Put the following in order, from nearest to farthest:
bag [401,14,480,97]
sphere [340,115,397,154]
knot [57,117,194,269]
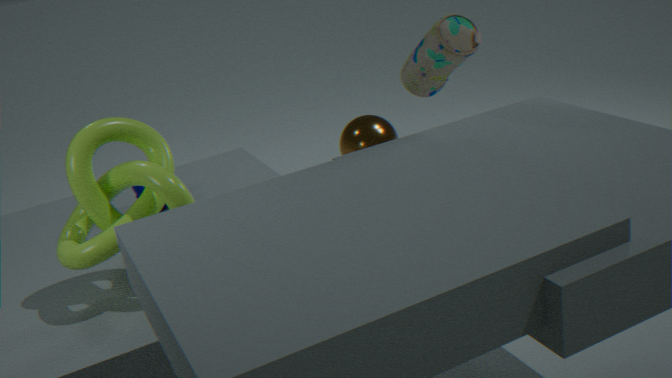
1. knot [57,117,194,269]
2. bag [401,14,480,97]
3. sphere [340,115,397,154]
